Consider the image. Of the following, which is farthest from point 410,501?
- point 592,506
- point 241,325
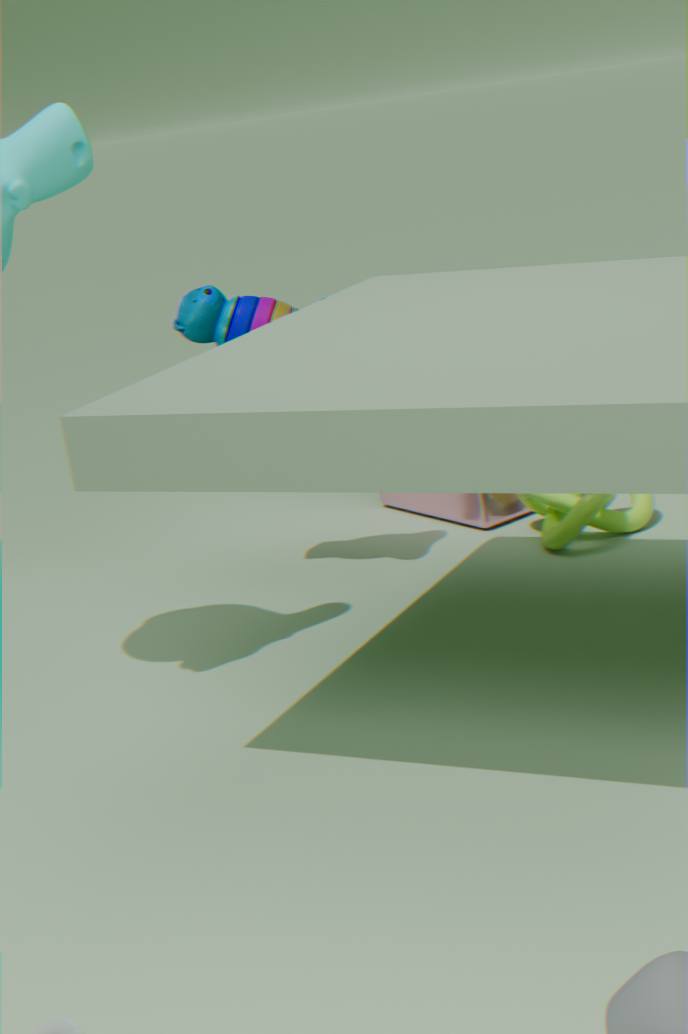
point 241,325
